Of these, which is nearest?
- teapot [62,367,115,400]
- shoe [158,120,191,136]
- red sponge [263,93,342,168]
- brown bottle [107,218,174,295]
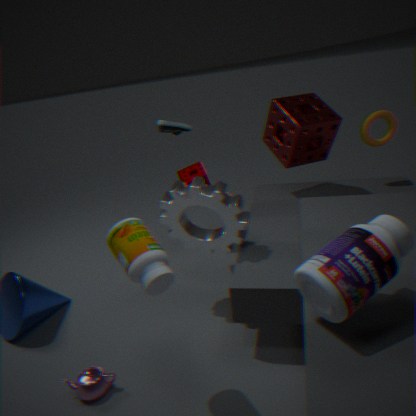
brown bottle [107,218,174,295]
